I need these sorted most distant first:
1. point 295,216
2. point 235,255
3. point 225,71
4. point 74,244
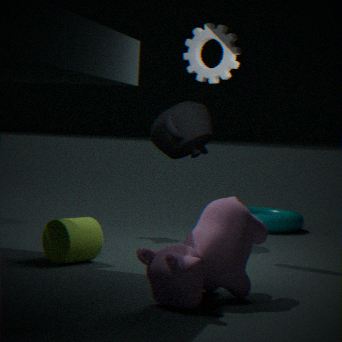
1. point 295,216
2. point 225,71
3. point 74,244
4. point 235,255
